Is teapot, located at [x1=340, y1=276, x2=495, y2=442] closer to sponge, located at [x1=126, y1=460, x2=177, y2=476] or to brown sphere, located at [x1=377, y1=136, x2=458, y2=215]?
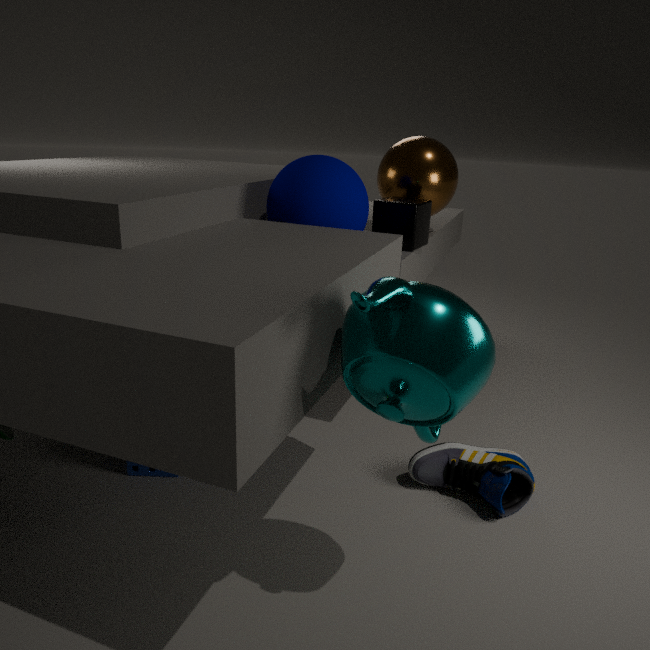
sponge, located at [x1=126, y1=460, x2=177, y2=476]
